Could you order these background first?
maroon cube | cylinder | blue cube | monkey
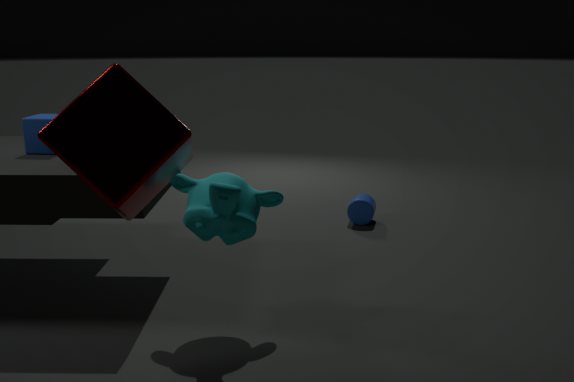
cylinder → blue cube → monkey → maroon cube
